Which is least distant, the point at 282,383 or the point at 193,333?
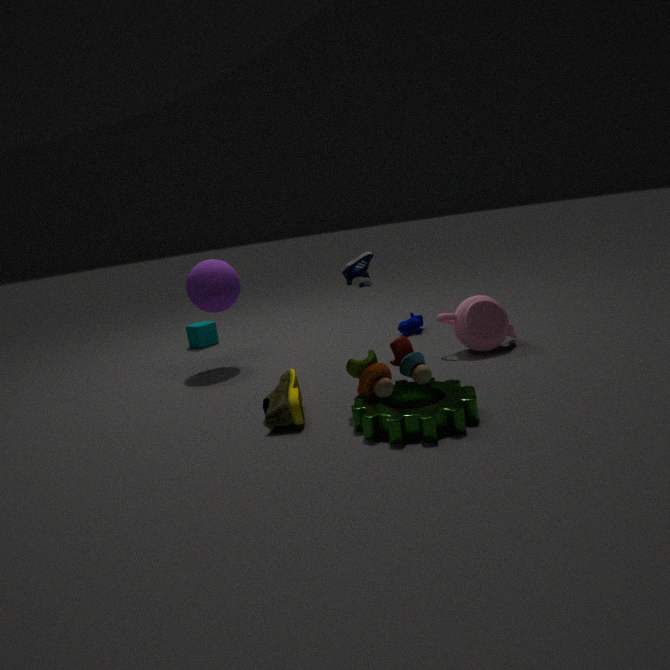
the point at 282,383
